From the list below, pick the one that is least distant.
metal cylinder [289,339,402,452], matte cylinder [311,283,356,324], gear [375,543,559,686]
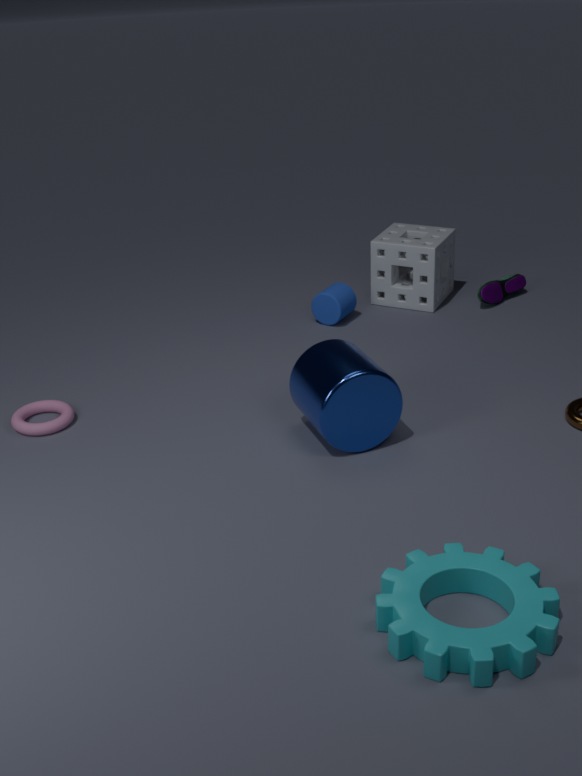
gear [375,543,559,686]
